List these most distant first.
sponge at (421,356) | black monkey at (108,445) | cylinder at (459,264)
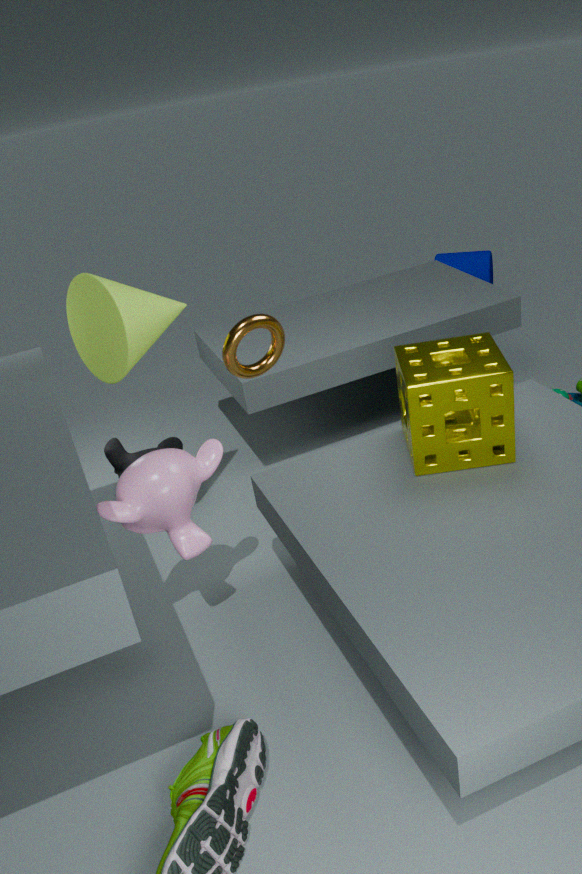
cylinder at (459,264) → black monkey at (108,445) → sponge at (421,356)
